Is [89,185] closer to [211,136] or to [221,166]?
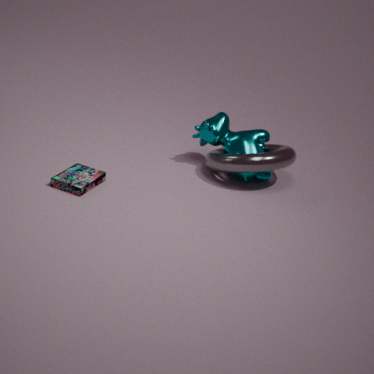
[211,136]
